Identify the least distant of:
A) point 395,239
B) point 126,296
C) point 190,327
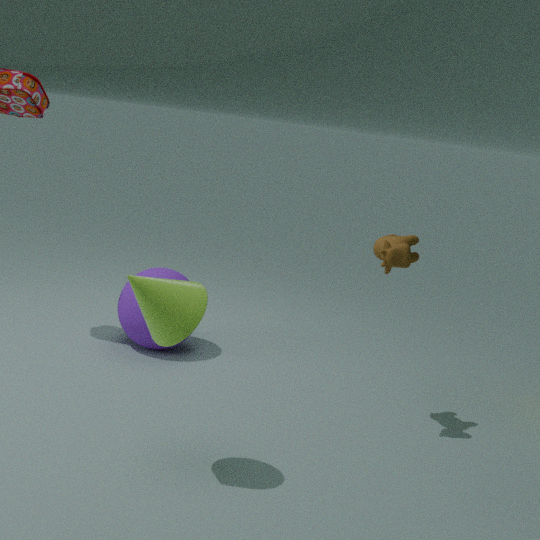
point 190,327
